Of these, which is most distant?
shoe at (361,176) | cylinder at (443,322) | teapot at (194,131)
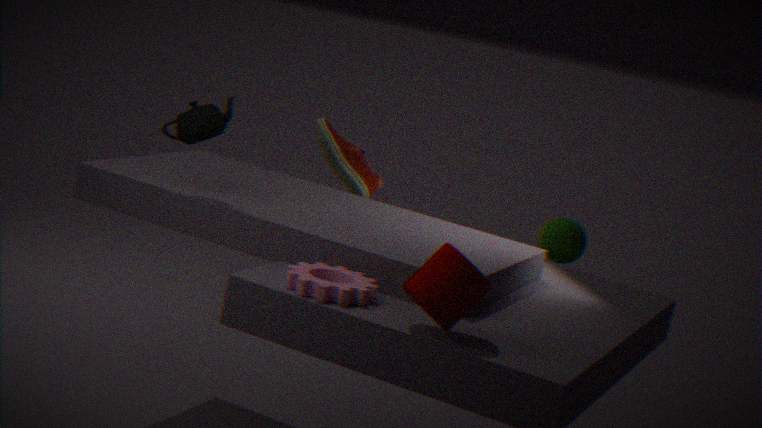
shoe at (361,176)
